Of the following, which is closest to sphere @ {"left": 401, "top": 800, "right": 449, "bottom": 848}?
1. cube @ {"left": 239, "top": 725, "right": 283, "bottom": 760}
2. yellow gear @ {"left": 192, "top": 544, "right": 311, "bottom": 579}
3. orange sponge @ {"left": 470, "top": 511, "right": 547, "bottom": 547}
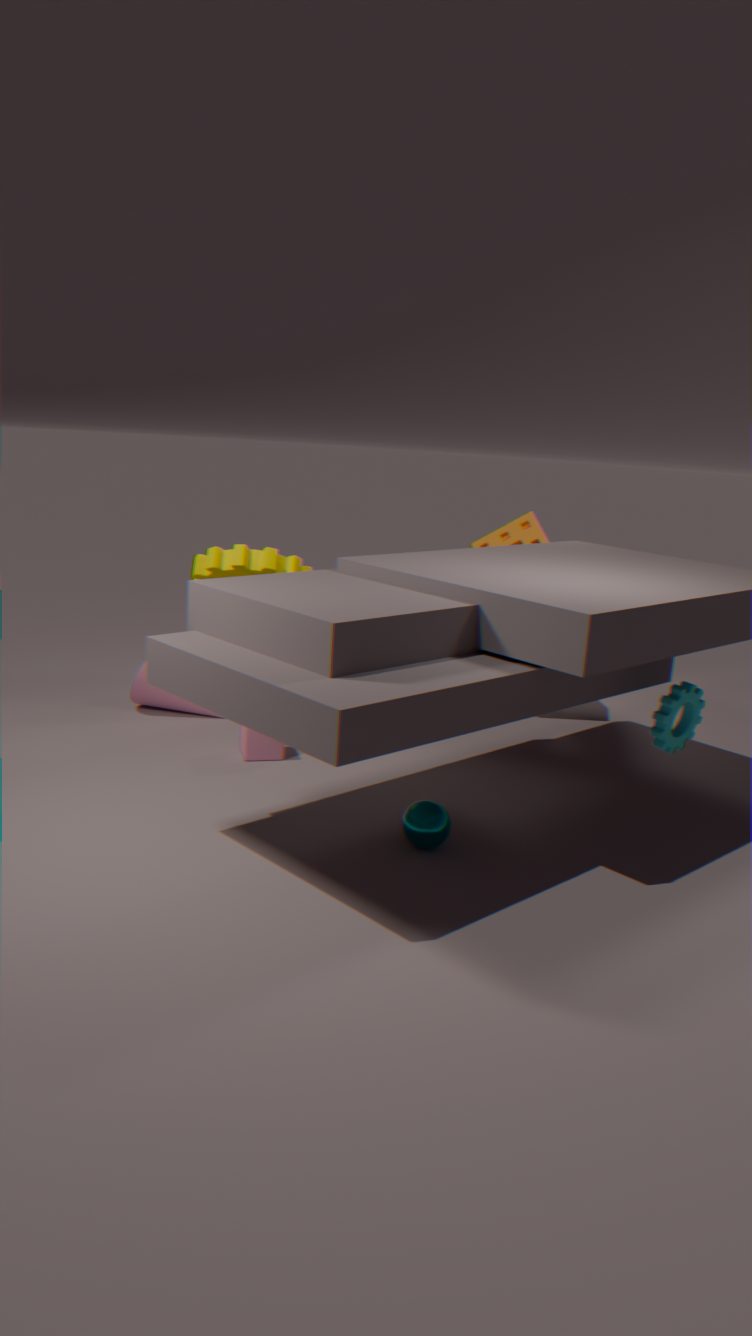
cube @ {"left": 239, "top": 725, "right": 283, "bottom": 760}
